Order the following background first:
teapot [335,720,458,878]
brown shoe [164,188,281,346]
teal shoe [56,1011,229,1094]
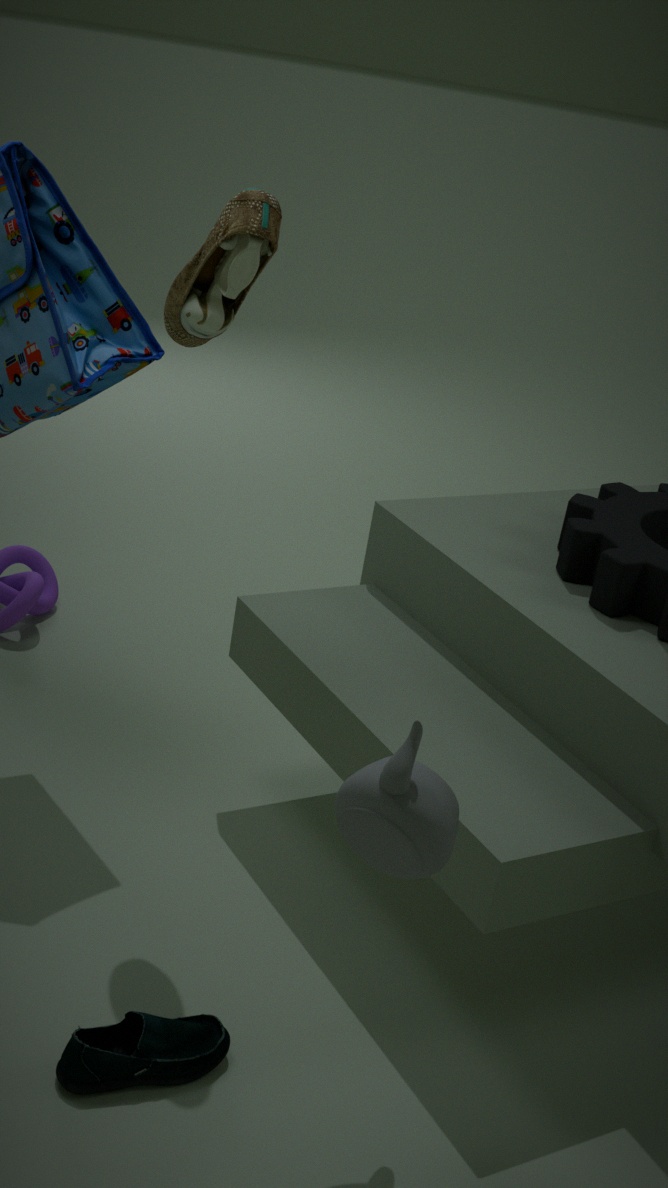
brown shoe [164,188,281,346] → teal shoe [56,1011,229,1094] → teapot [335,720,458,878]
